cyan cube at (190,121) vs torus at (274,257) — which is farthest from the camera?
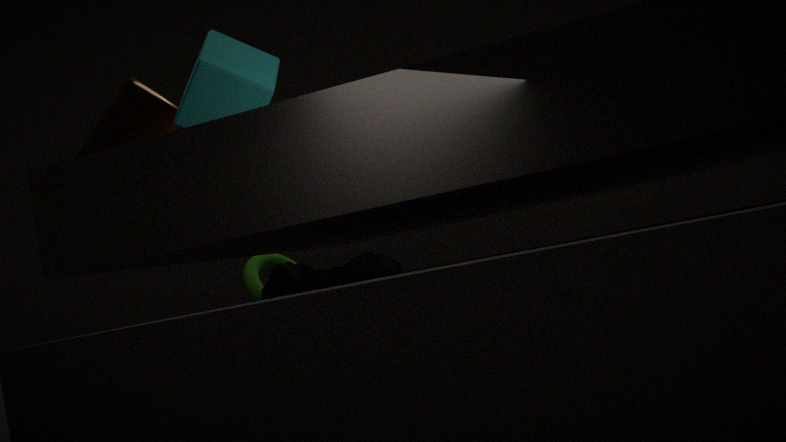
torus at (274,257)
